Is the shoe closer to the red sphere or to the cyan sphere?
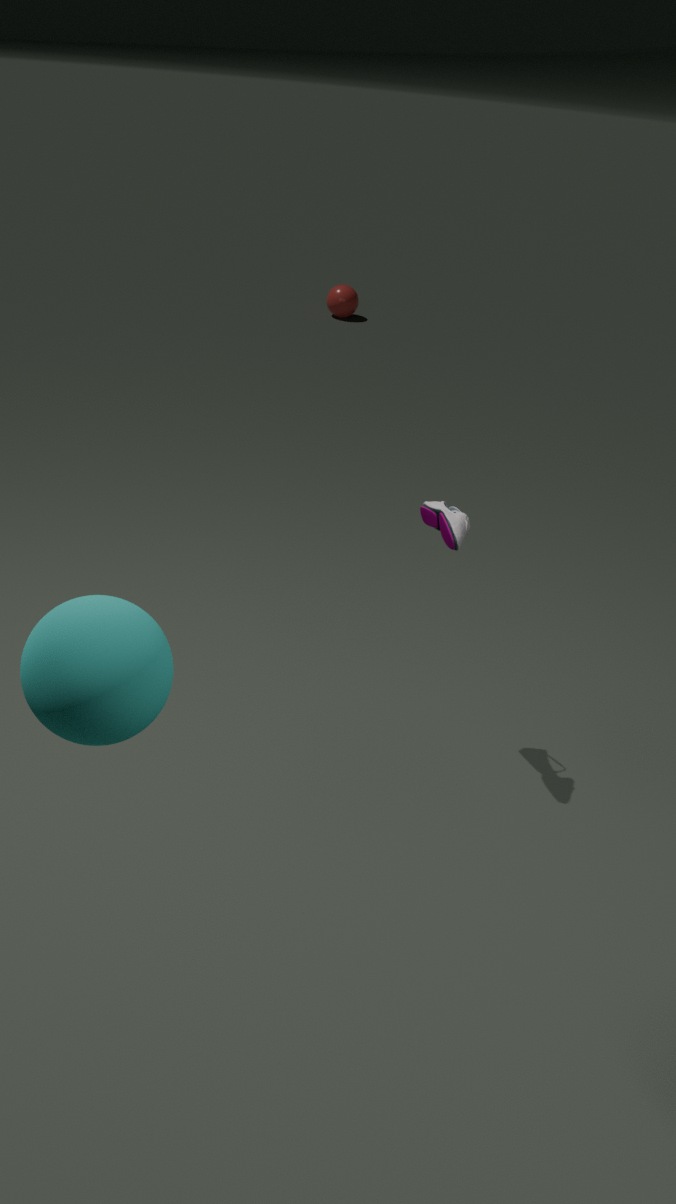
the cyan sphere
